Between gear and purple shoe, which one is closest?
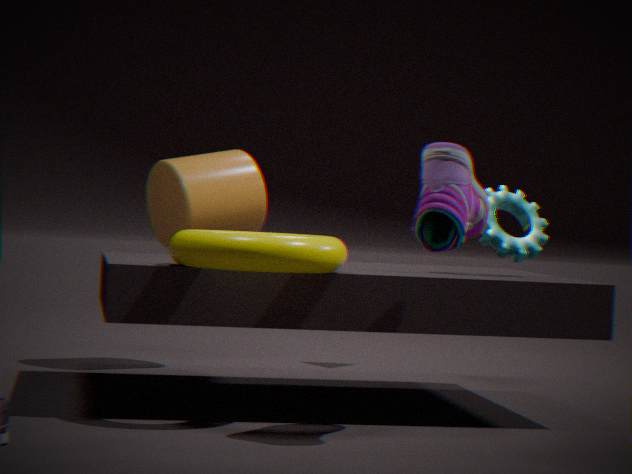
purple shoe
